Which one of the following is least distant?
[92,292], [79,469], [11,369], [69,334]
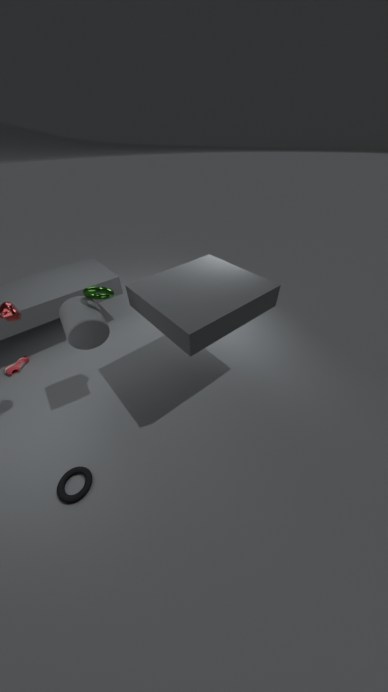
[79,469]
